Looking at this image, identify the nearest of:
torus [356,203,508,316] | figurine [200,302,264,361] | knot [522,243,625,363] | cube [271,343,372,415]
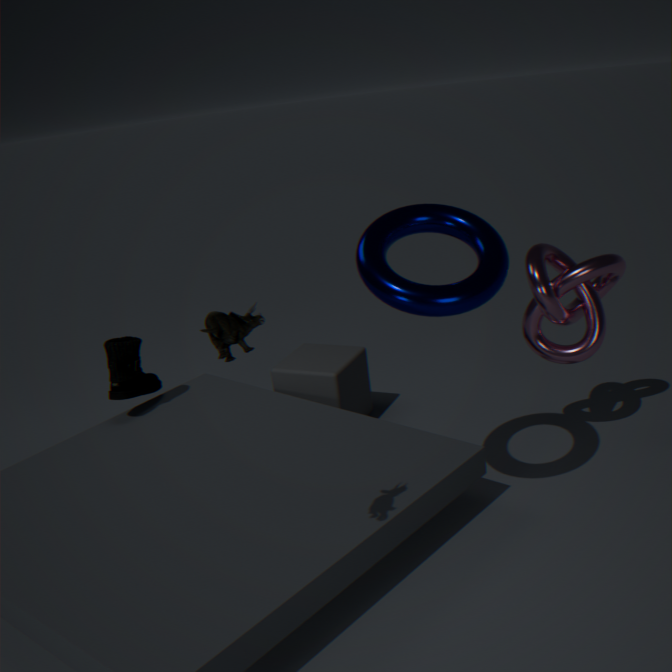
figurine [200,302,264,361]
